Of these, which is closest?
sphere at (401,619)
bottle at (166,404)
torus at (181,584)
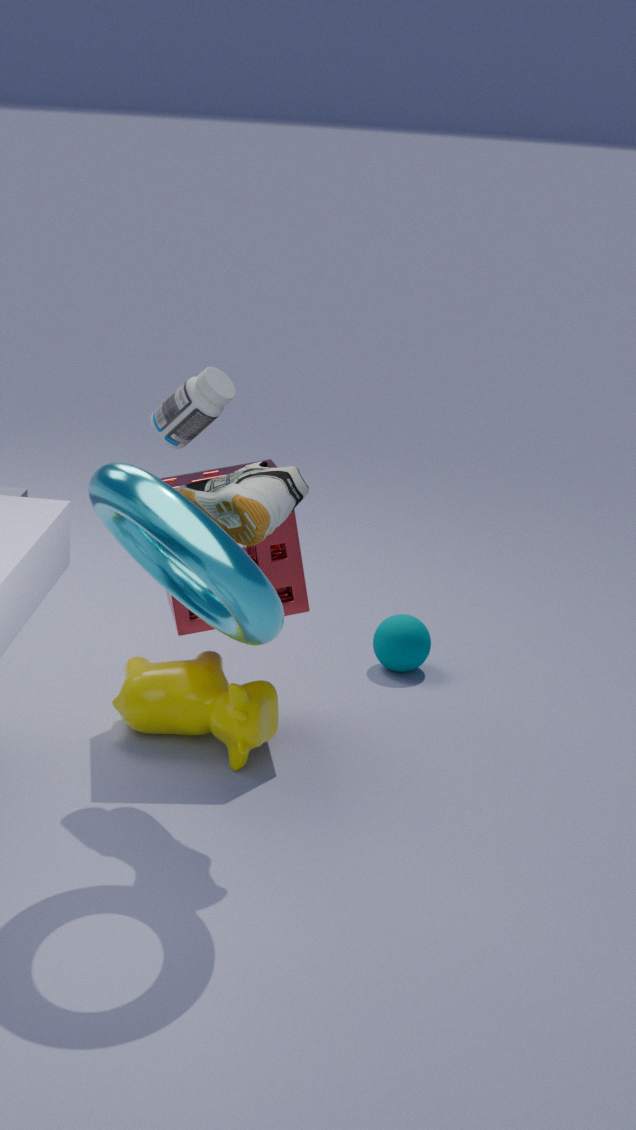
torus at (181,584)
